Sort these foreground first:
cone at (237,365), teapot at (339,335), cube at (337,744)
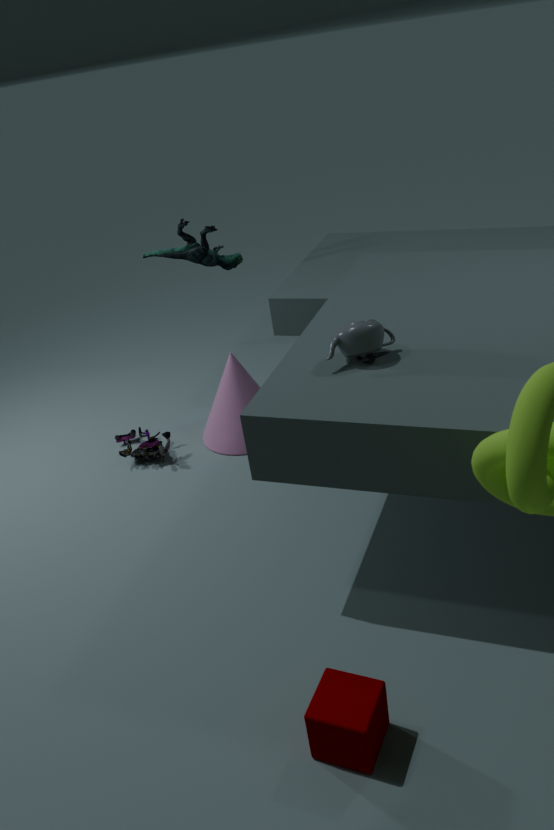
cube at (337,744) → teapot at (339,335) → cone at (237,365)
